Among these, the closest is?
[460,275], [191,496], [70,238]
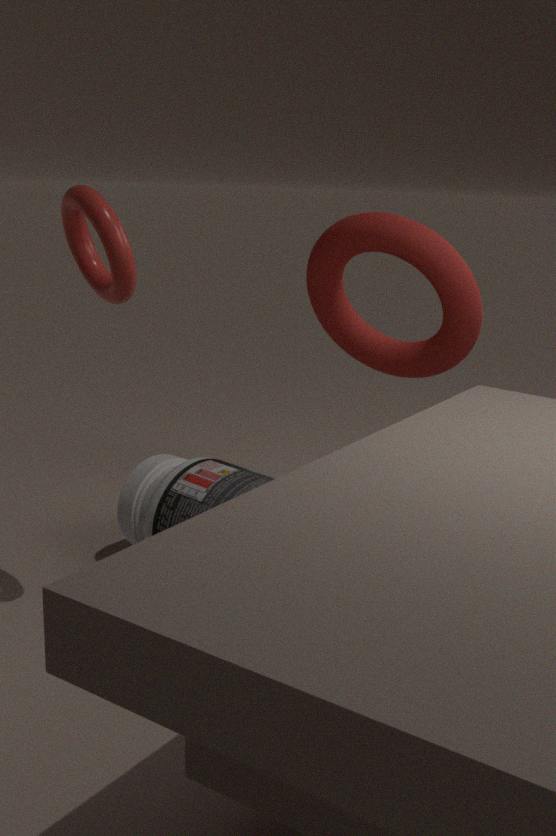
[70,238]
